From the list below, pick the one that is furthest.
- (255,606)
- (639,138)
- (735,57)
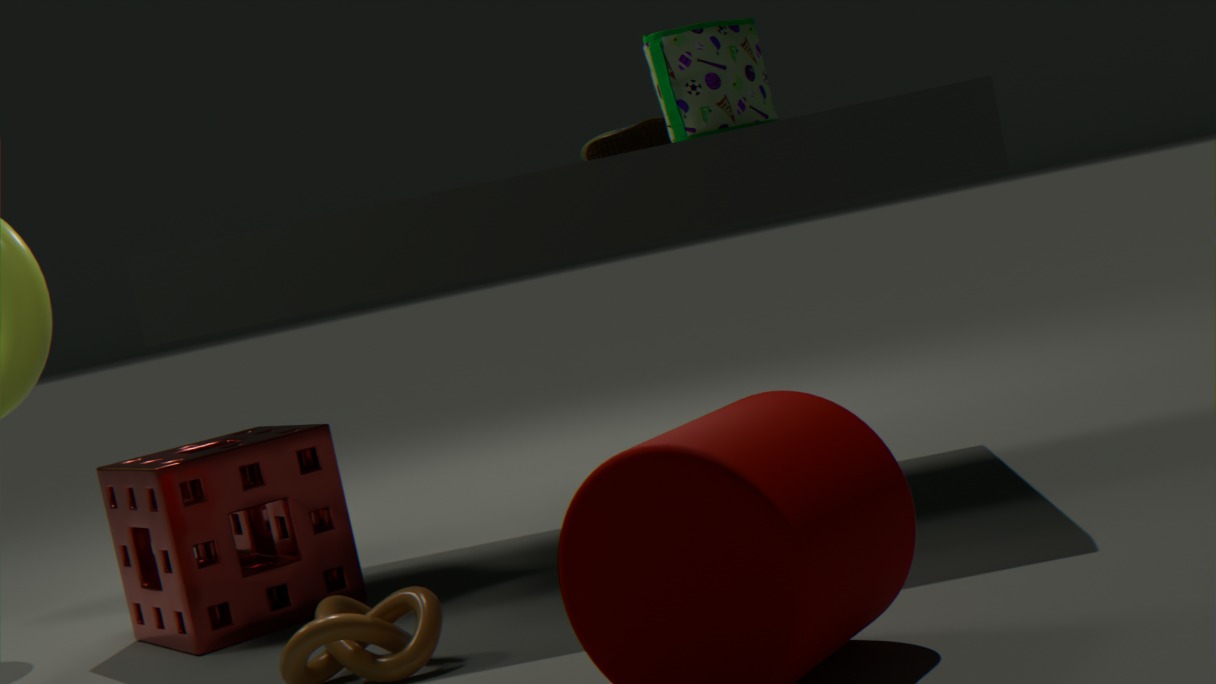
(639,138)
